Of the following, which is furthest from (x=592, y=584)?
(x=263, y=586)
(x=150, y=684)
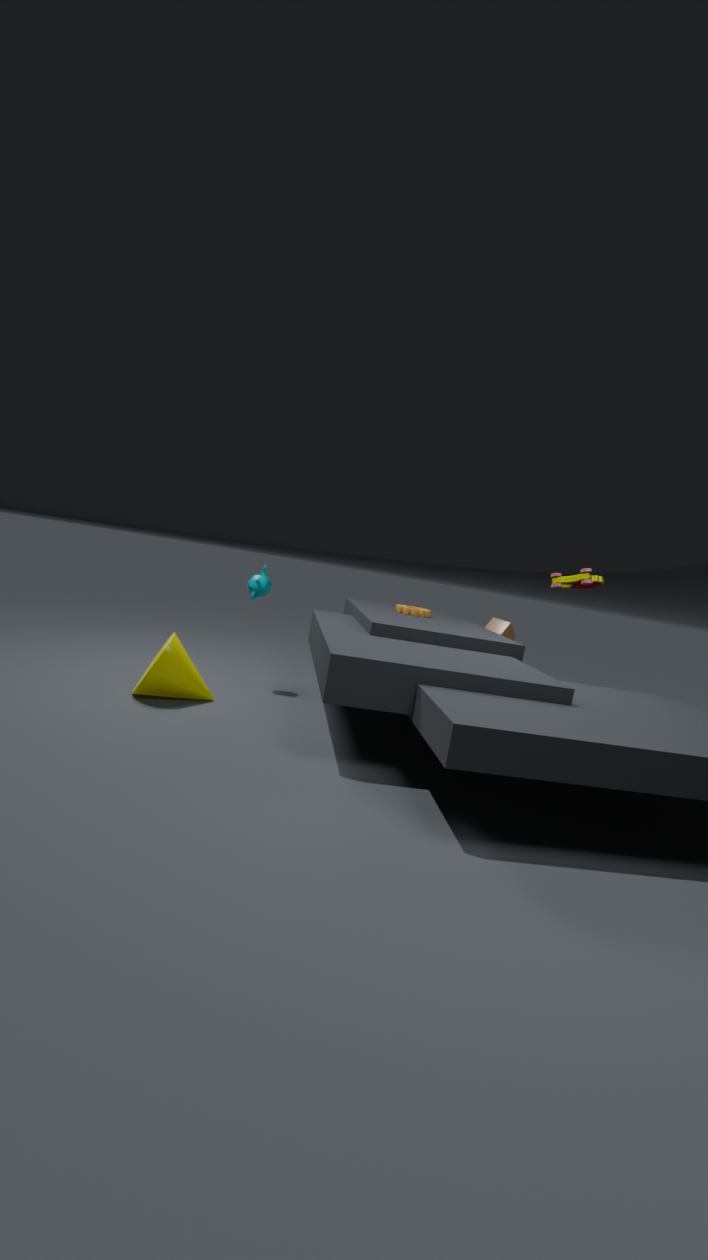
(x=150, y=684)
